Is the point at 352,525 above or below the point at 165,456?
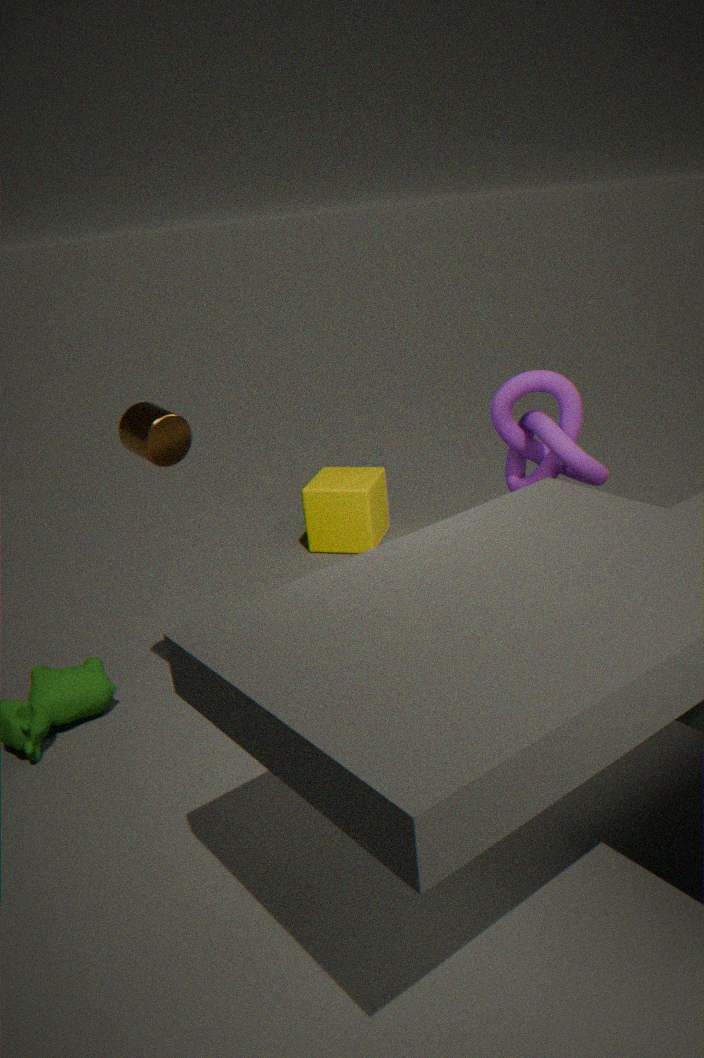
below
